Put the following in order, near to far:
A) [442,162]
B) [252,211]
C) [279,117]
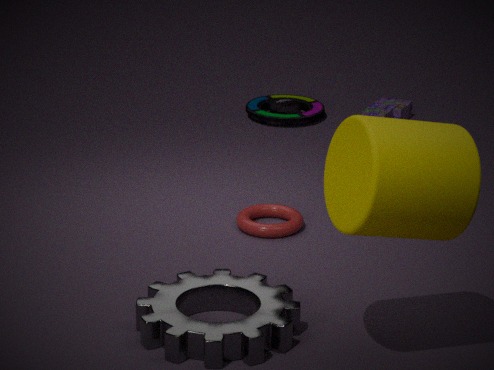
A. [442,162]
B. [252,211]
C. [279,117]
